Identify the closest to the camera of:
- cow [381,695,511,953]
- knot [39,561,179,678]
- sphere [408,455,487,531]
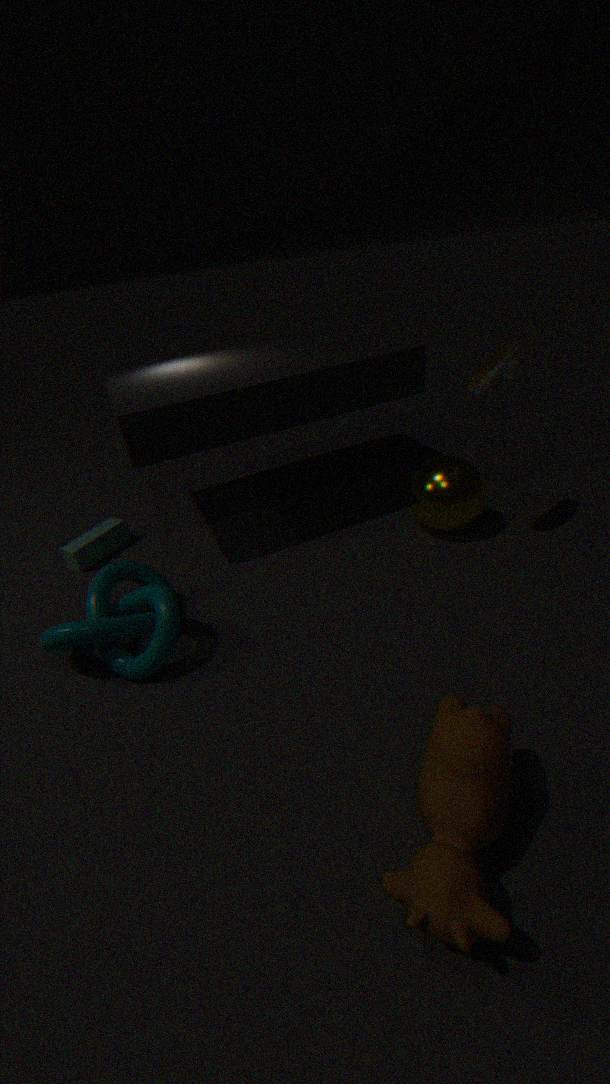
cow [381,695,511,953]
